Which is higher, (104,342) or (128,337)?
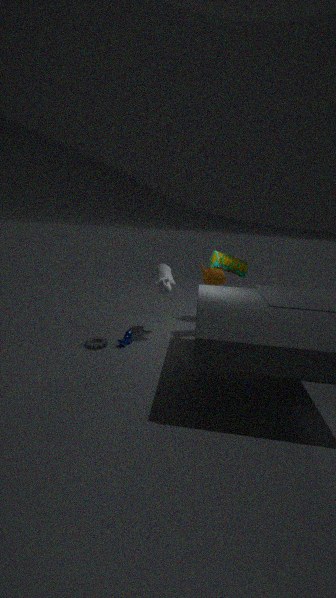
(128,337)
